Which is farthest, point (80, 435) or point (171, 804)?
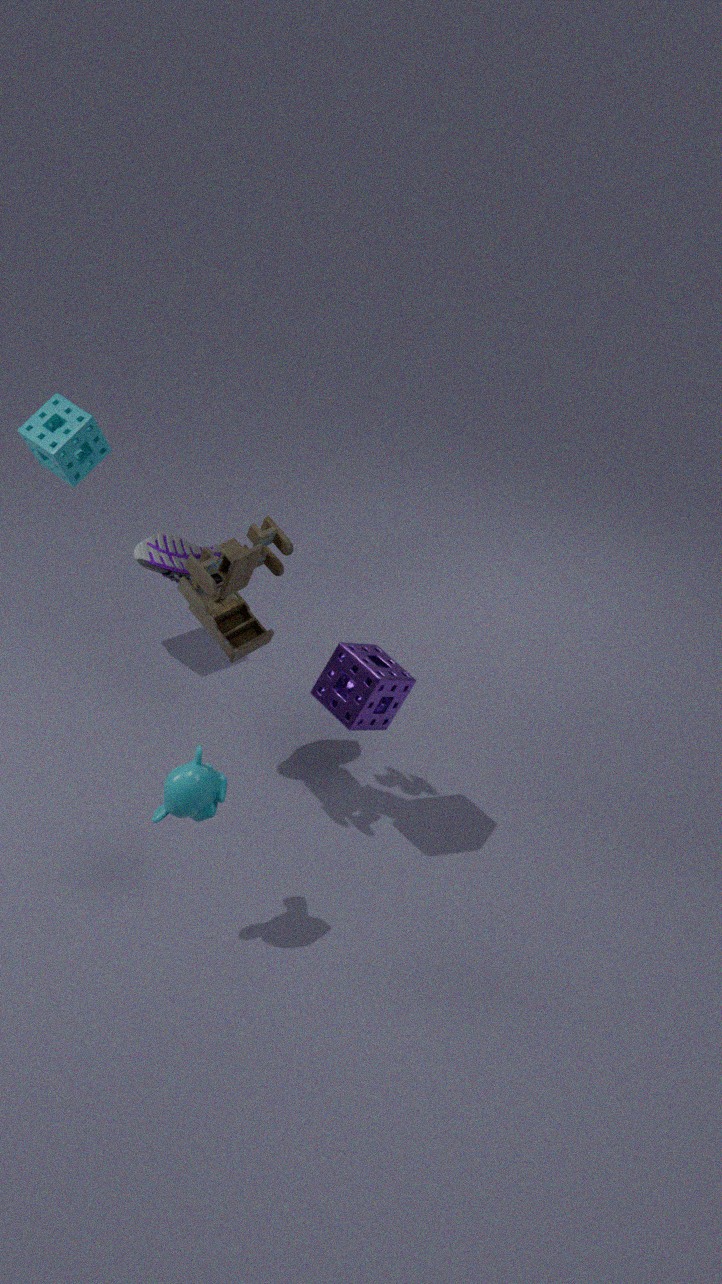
point (80, 435)
